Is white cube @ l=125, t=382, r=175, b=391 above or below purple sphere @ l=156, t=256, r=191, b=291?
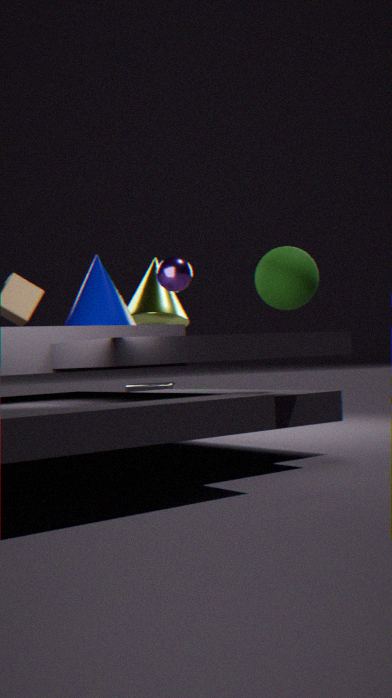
below
